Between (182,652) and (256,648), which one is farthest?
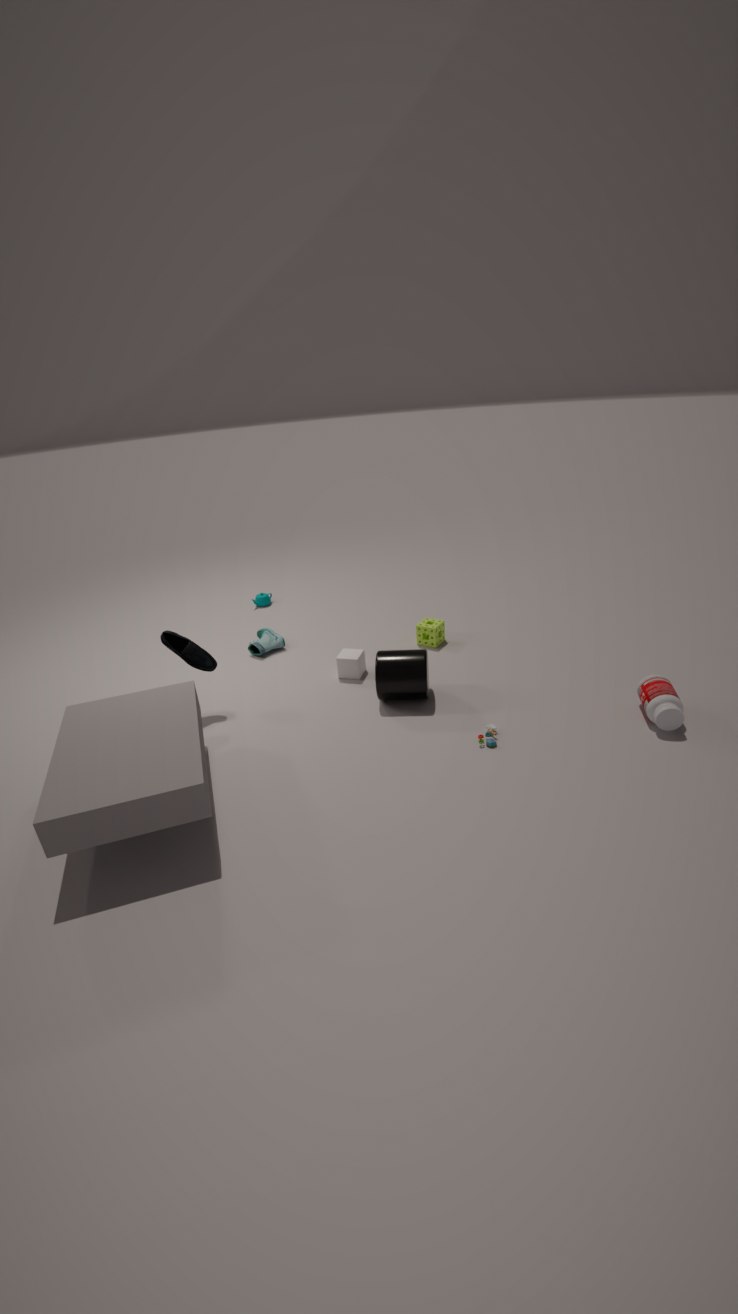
(256,648)
